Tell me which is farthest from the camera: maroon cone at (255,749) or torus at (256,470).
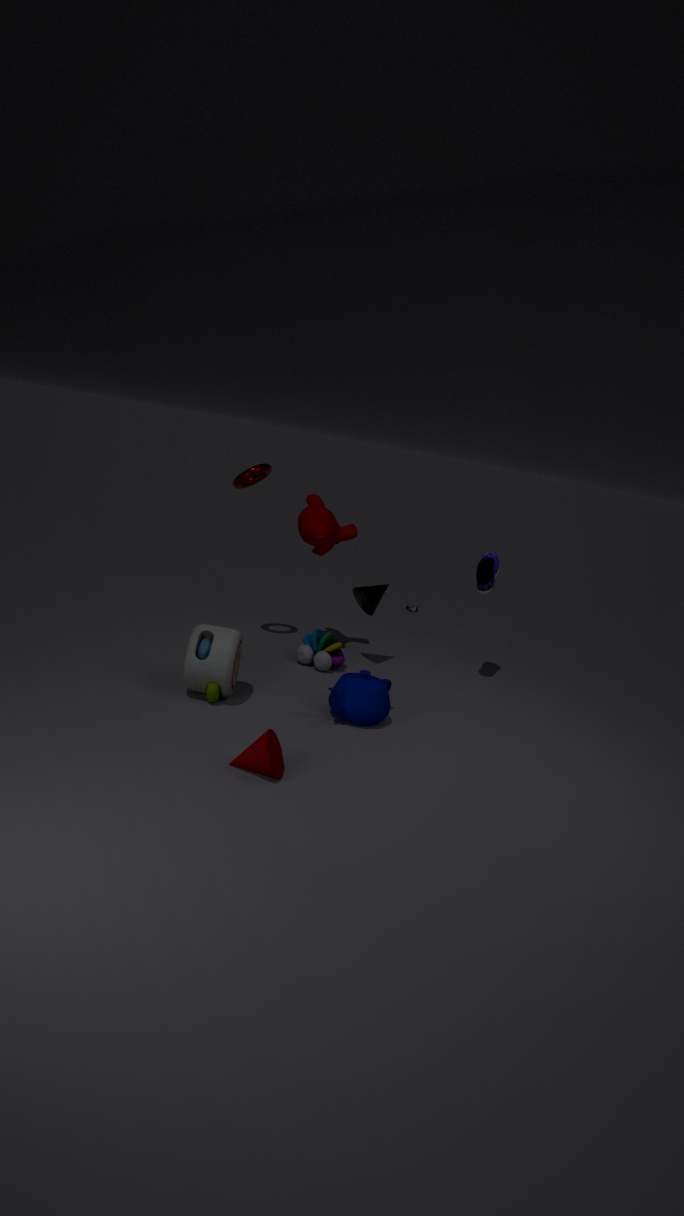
torus at (256,470)
